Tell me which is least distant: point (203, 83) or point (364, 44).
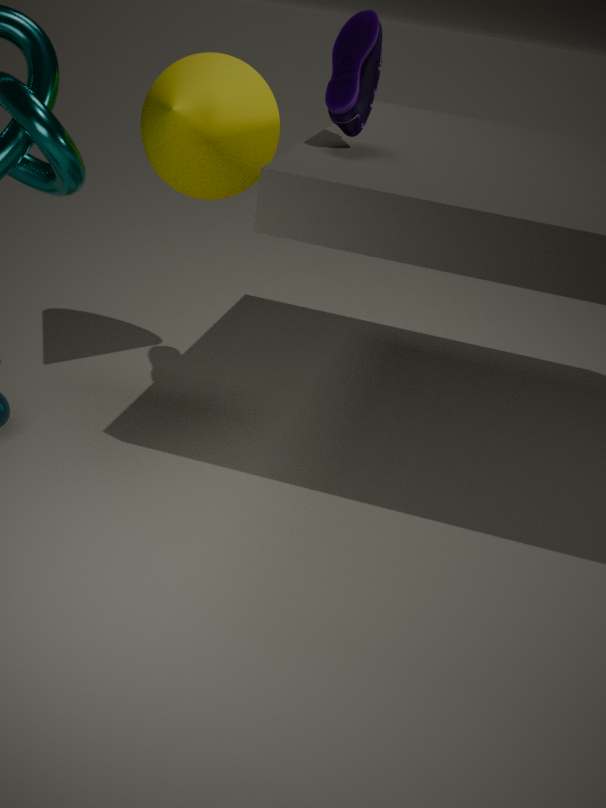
point (364, 44)
